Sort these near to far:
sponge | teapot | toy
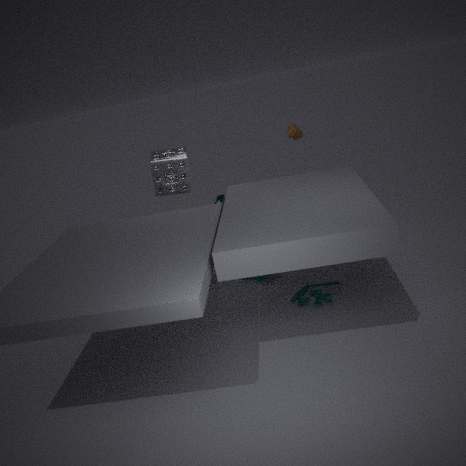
toy, teapot, sponge
